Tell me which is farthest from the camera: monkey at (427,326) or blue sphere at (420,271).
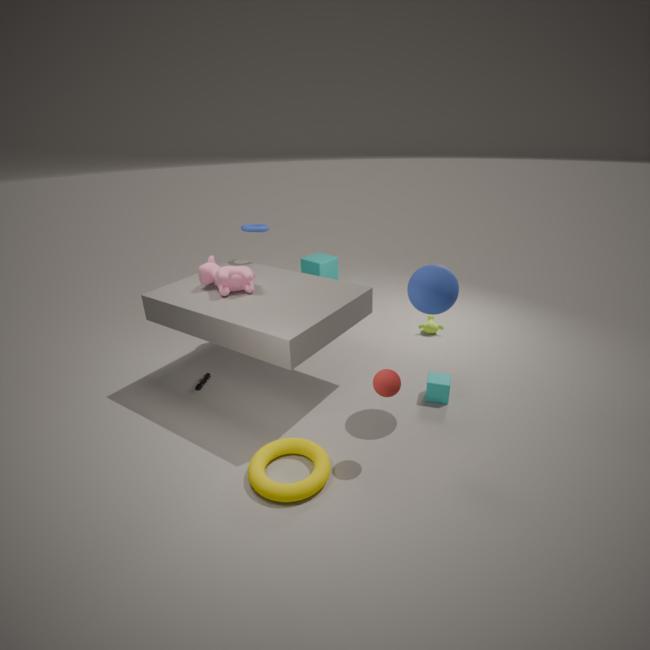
monkey at (427,326)
